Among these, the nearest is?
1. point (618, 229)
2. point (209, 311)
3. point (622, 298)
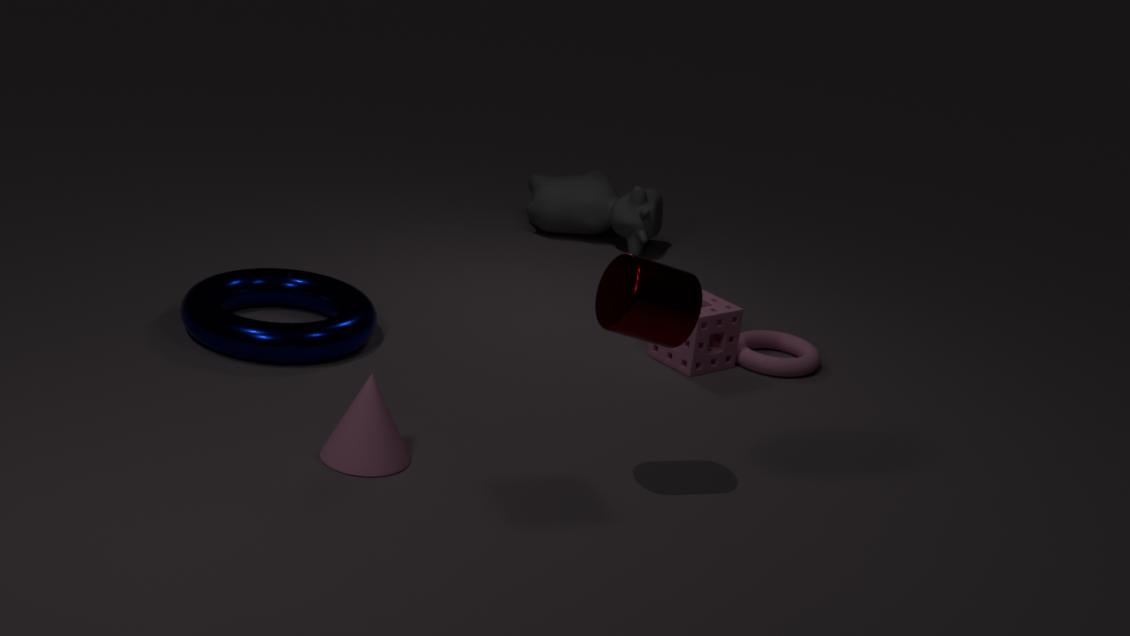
point (622, 298)
